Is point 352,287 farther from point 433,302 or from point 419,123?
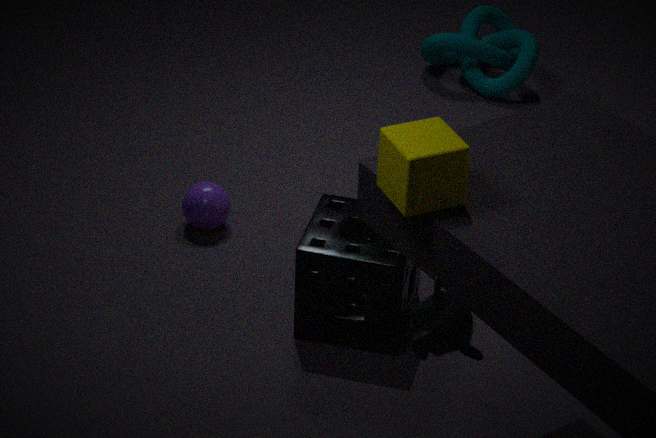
point 433,302
